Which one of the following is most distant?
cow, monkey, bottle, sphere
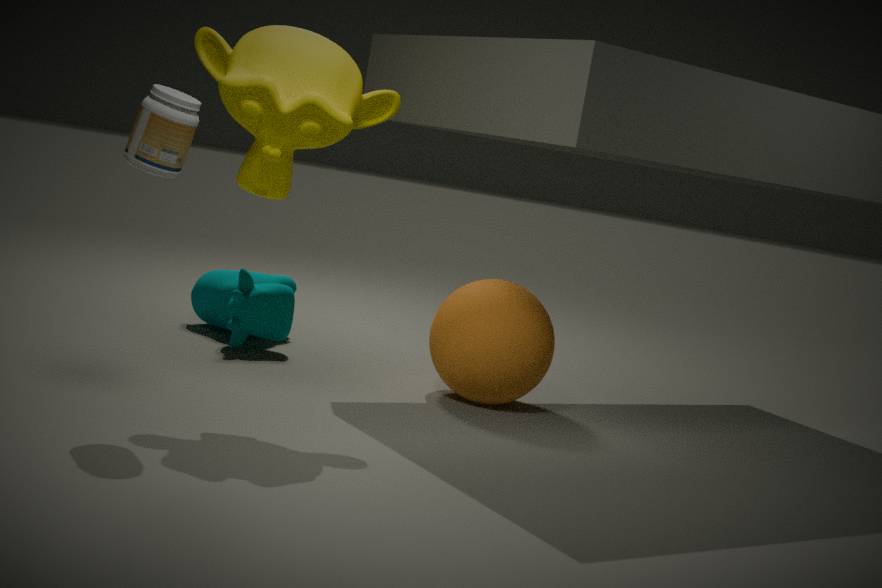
cow
